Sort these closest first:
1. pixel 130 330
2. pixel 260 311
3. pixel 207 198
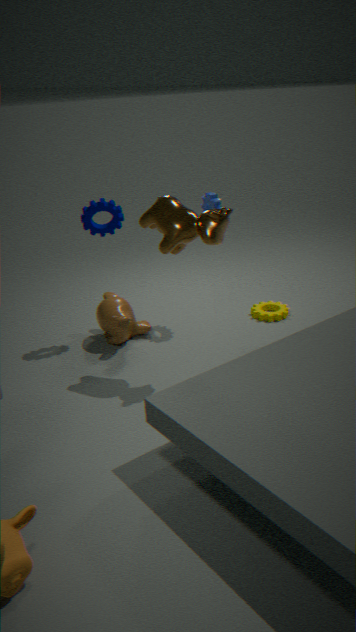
pixel 207 198, pixel 130 330, pixel 260 311
